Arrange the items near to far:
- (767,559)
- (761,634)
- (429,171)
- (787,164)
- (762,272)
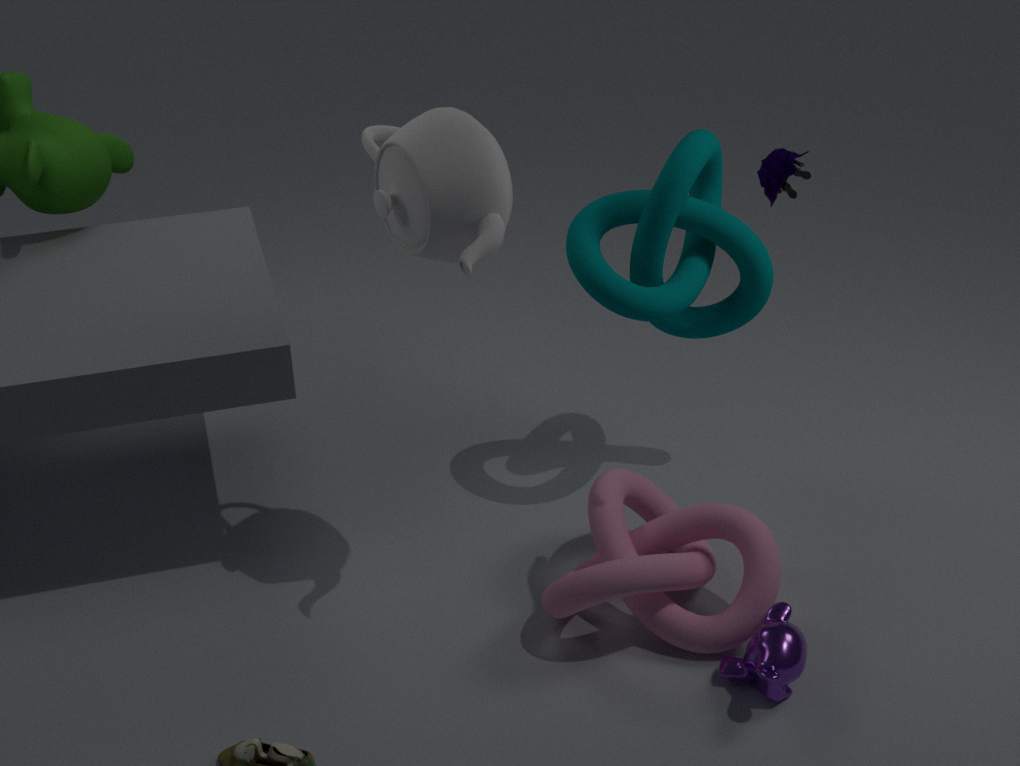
(787,164) → (429,171) → (761,634) → (767,559) → (762,272)
